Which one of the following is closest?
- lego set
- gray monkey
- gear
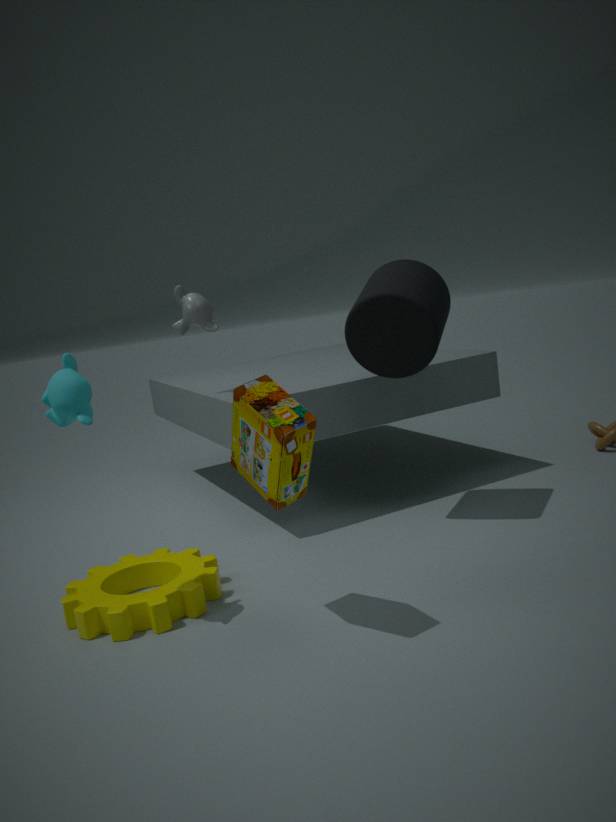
lego set
